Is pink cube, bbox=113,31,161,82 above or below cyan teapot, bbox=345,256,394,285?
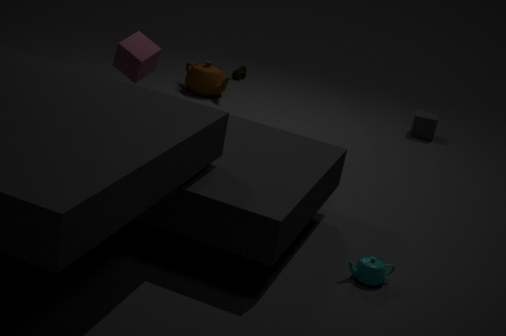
above
